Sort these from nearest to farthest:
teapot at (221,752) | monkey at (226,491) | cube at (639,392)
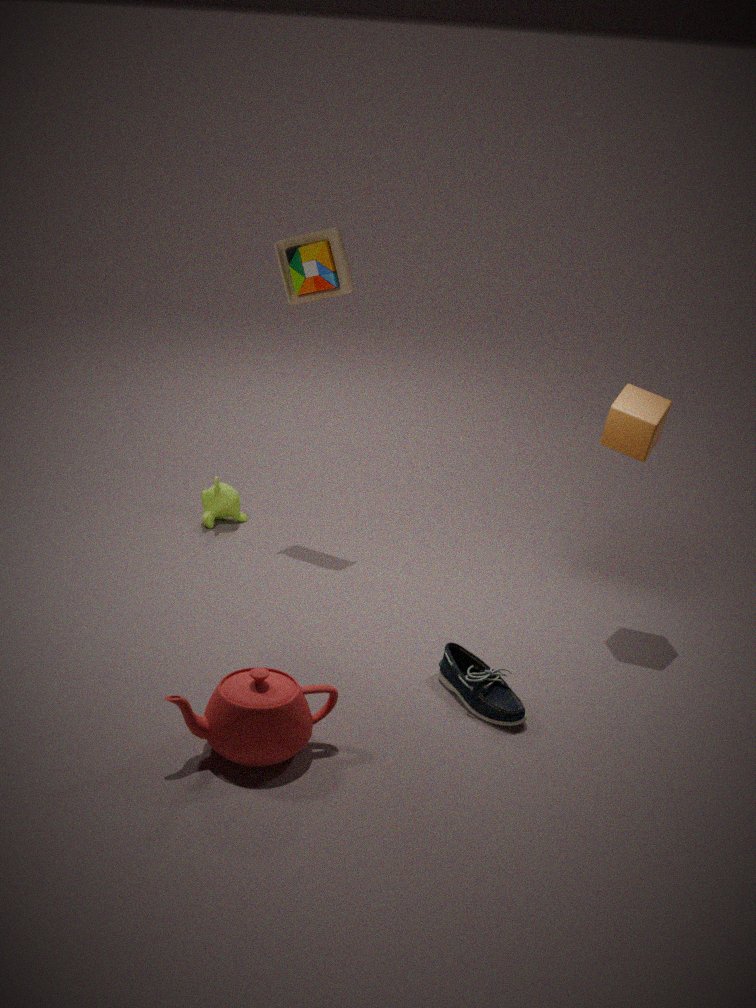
teapot at (221,752), cube at (639,392), monkey at (226,491)
